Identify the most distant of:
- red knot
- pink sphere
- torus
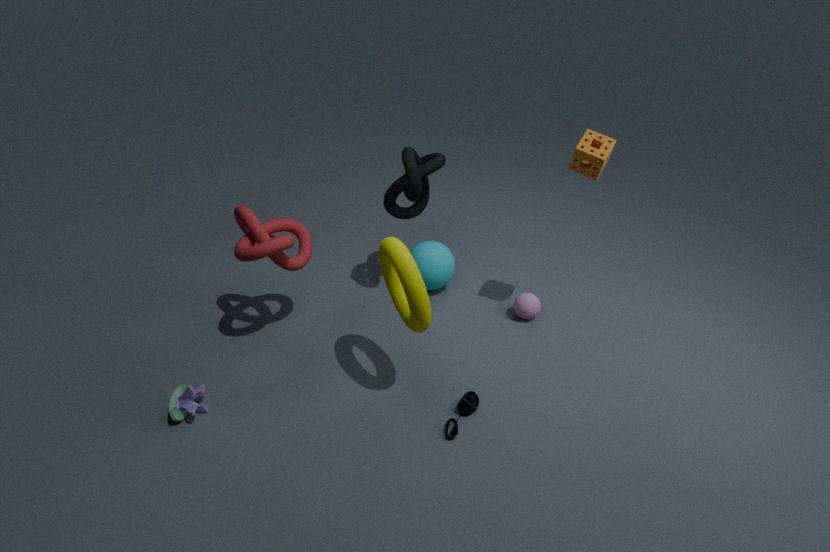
pink sphere
